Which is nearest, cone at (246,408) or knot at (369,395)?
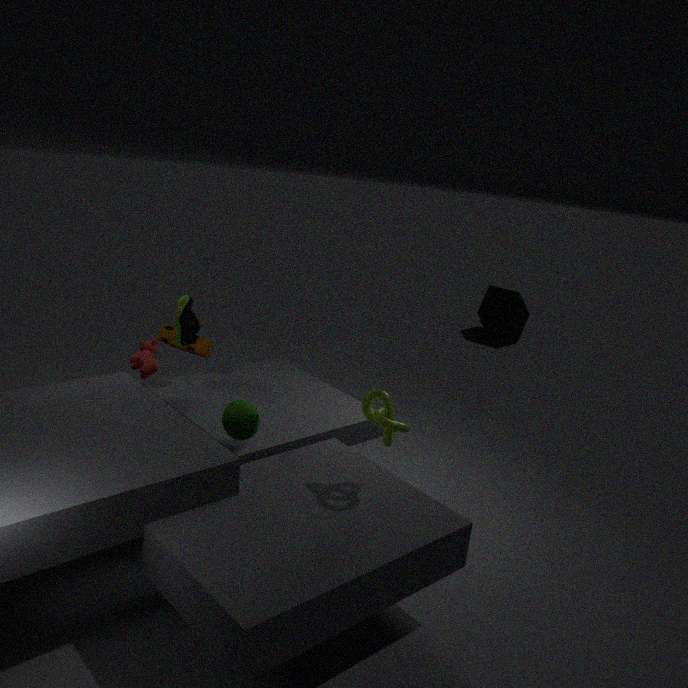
knot at (369,395)
